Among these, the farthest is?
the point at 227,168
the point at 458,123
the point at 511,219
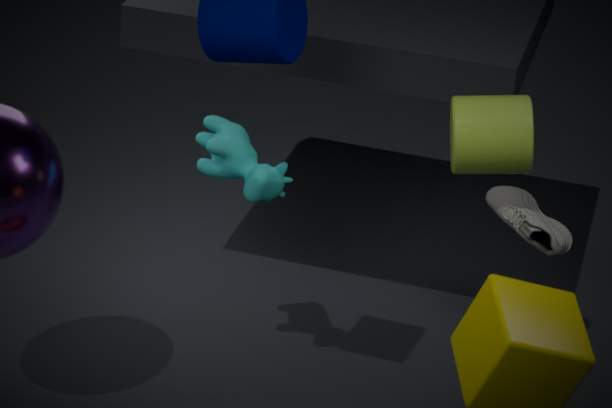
the point at 511,219
